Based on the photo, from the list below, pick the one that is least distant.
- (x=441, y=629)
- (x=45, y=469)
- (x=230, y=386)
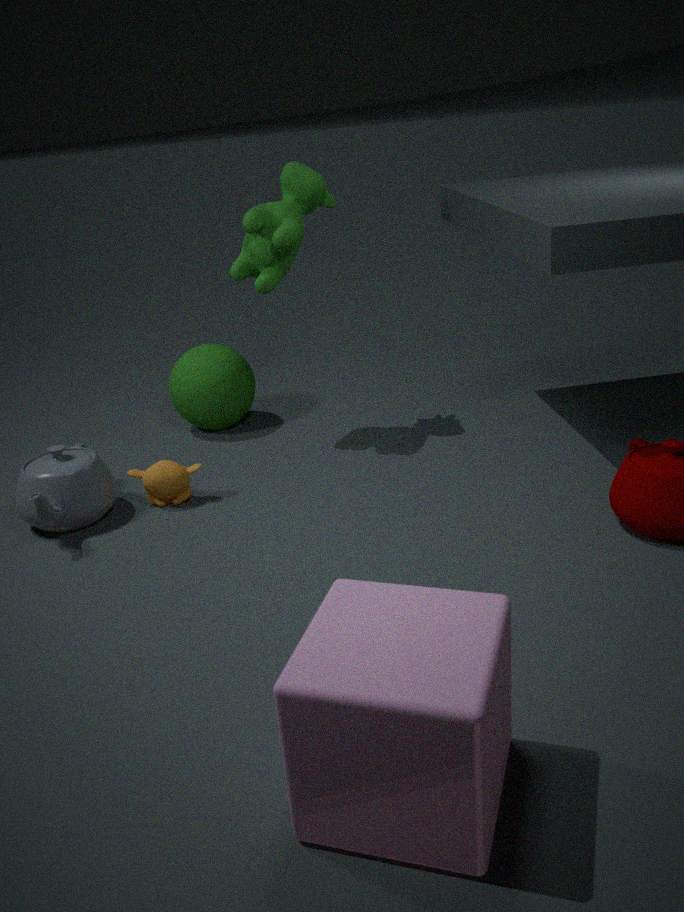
(x=441, y=629)
